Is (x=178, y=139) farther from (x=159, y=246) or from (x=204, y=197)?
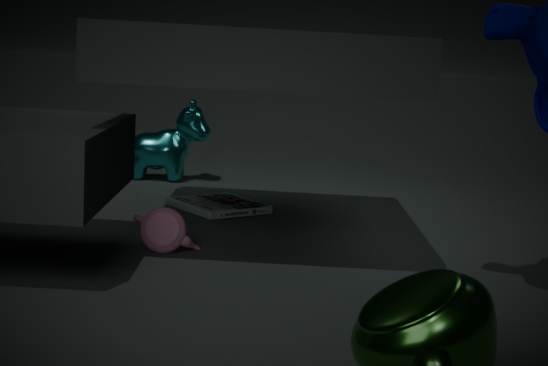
(x=159, y=246)
